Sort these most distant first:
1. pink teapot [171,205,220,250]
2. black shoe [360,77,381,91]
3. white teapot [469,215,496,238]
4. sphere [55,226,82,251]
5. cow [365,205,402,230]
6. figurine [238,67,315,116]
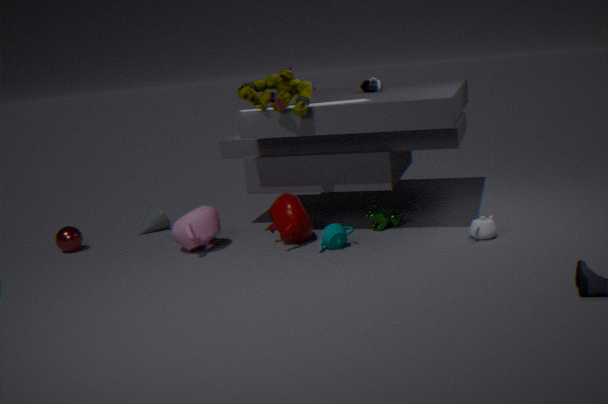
black shoe [360,77,381,91] → sphere [55,226,82,251] → cow [365,205,402,230] → pink teapot [171,205,220,250] → figurine [238,67,315,116] → white teapot [469,215,496,238]
